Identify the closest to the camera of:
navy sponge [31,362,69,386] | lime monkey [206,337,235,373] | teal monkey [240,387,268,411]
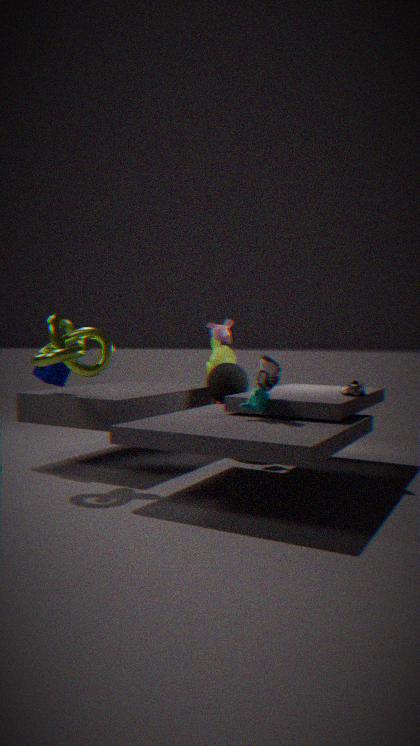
teal monkey [240,387,268,411]
